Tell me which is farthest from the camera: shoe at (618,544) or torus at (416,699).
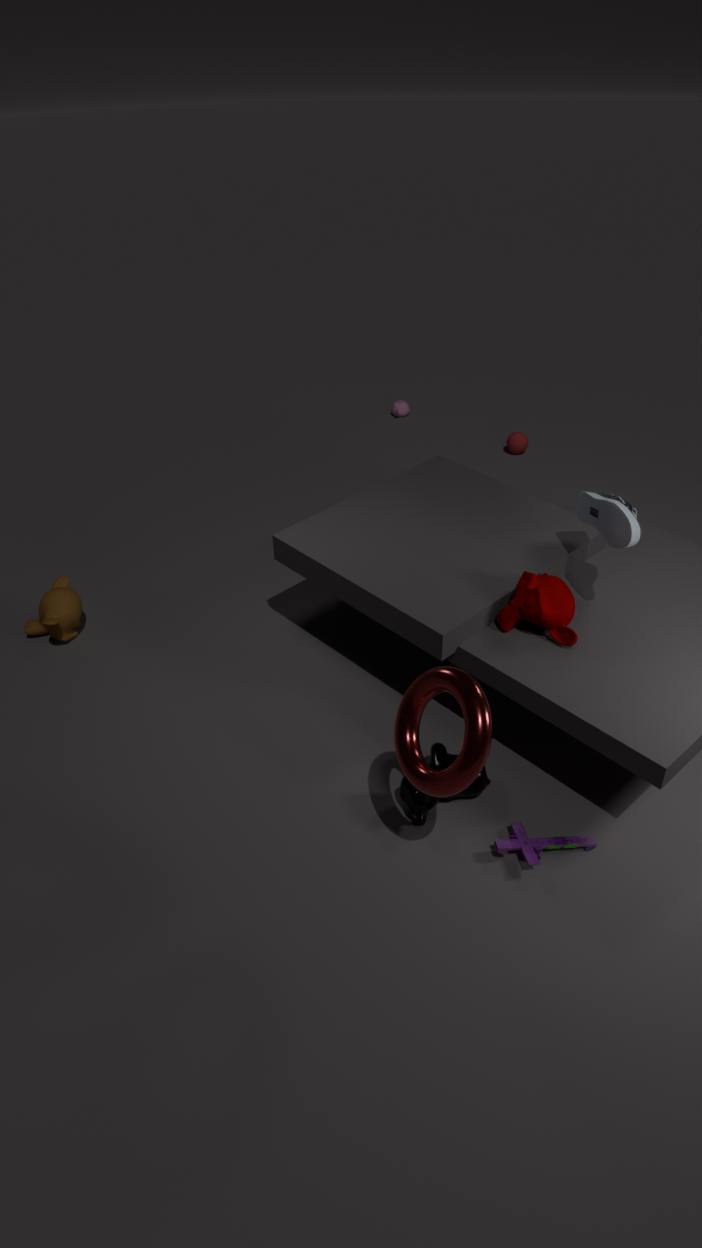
shoe at (618,544)
